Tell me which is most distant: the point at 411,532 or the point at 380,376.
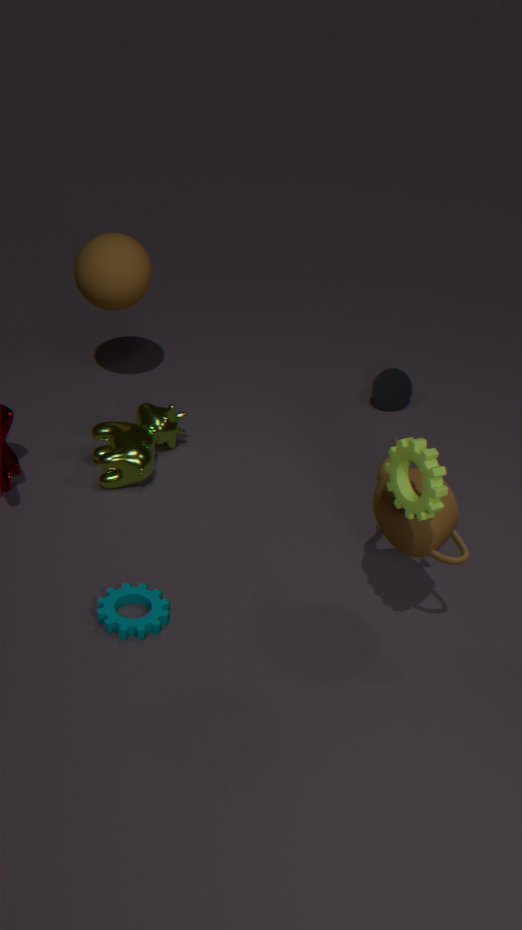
the point at 380,376
